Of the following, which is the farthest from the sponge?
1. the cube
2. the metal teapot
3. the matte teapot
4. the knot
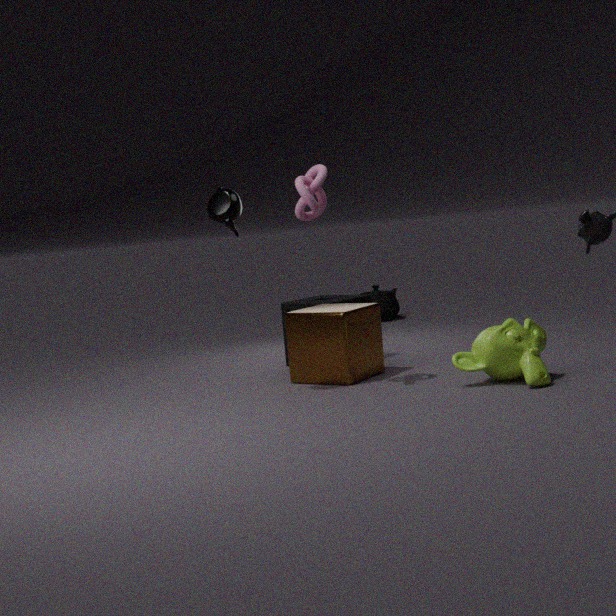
the matte teapot
